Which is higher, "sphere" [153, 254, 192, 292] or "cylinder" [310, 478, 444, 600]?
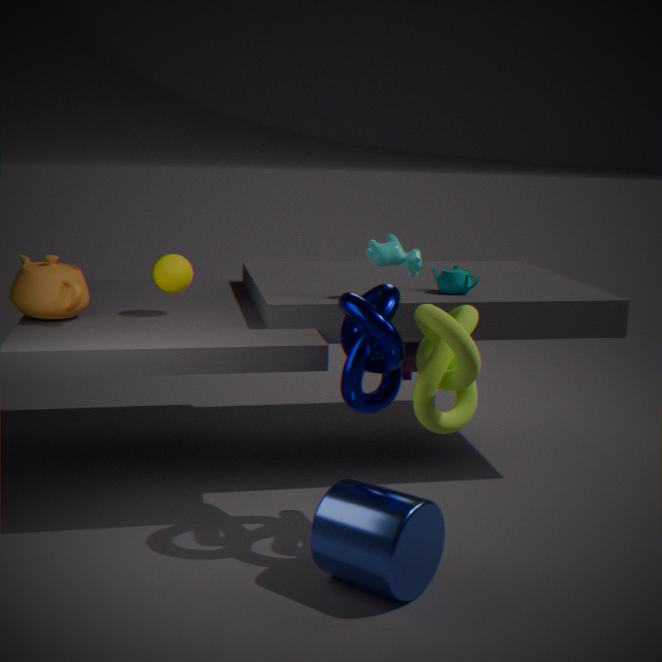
"sphere" [153, 254, 192, 292]
